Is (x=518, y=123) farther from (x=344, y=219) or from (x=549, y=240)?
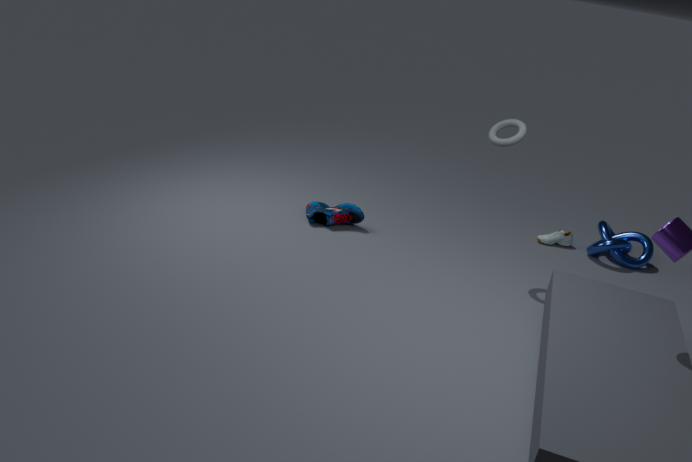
(x=344, y=219)
